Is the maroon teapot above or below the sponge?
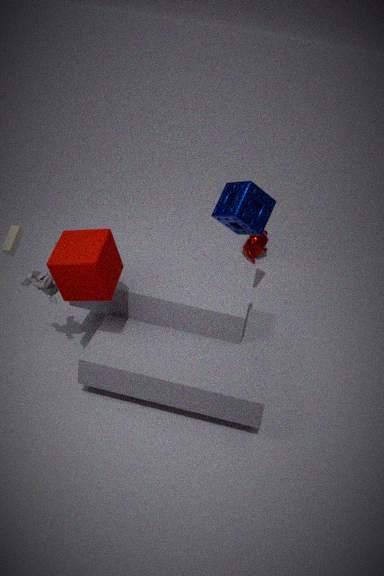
below
